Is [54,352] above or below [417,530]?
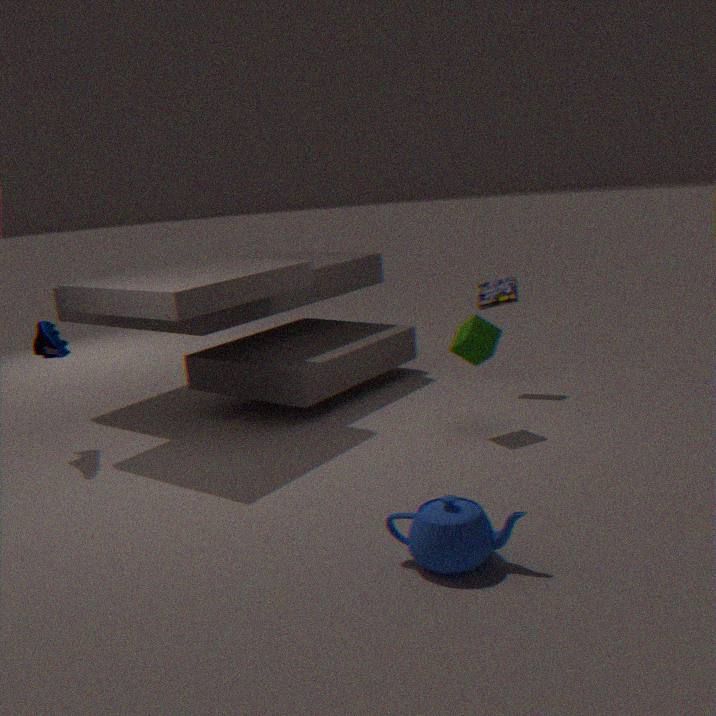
above
